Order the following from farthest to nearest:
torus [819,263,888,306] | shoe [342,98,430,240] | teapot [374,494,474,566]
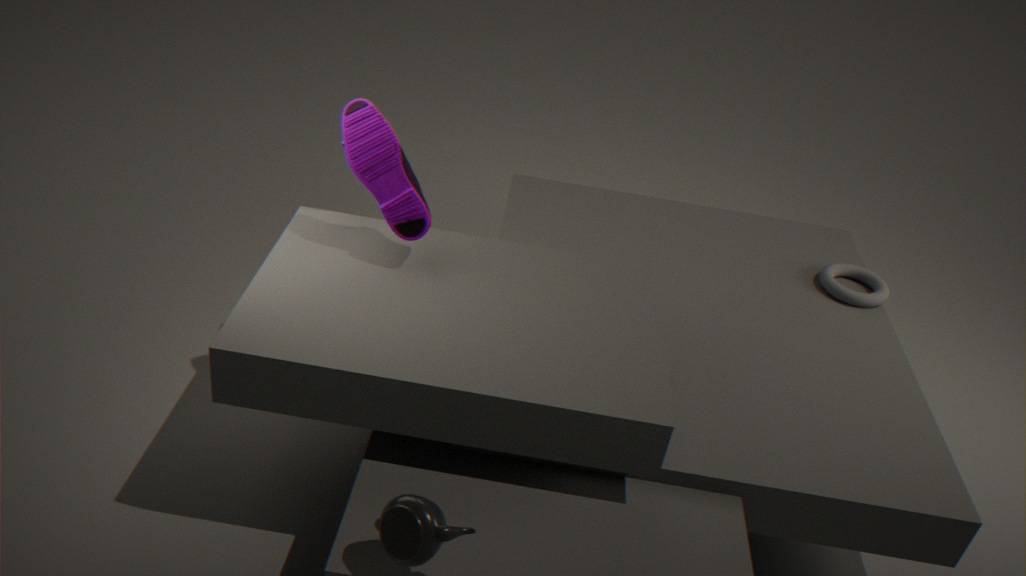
torus [819,263,888,306] → shoe [342,98,430,240] → teapot [374,494,474,566]
